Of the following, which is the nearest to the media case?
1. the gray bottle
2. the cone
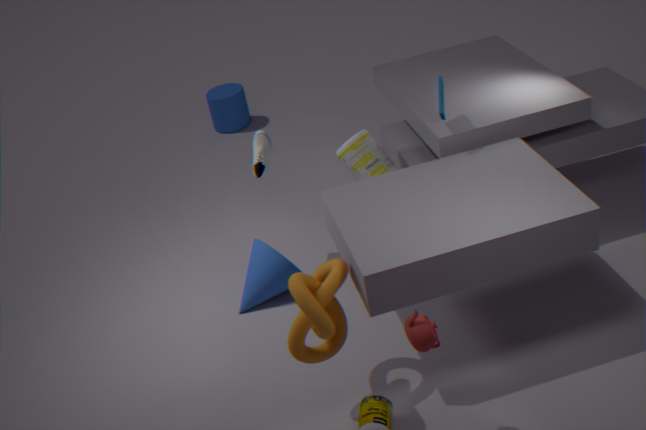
the gray bottle
